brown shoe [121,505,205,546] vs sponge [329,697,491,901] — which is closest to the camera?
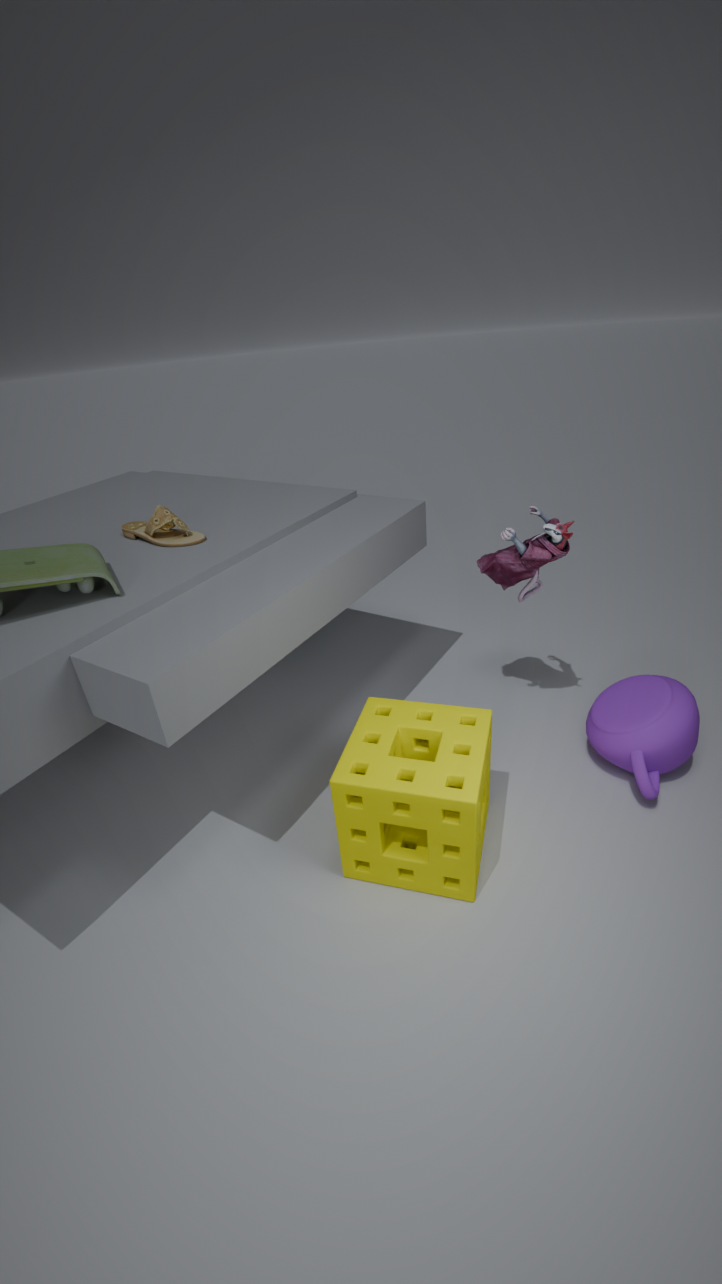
sponge [329,697,491,901]
